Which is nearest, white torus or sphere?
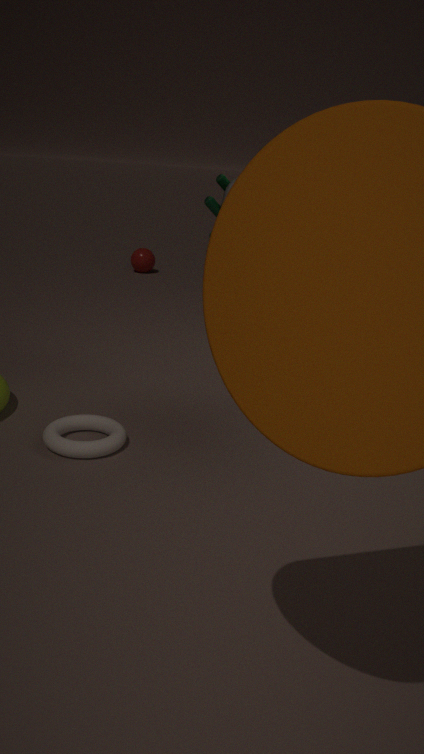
white torus
